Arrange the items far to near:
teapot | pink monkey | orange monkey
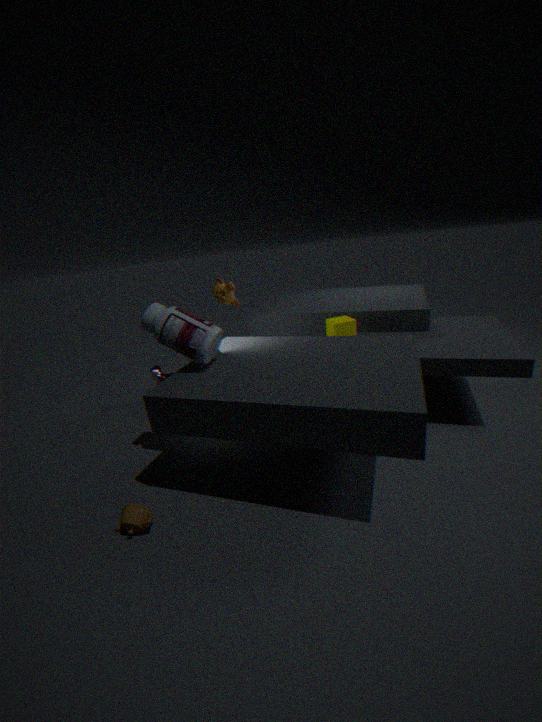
pink monkey, orange monkey, teapot
